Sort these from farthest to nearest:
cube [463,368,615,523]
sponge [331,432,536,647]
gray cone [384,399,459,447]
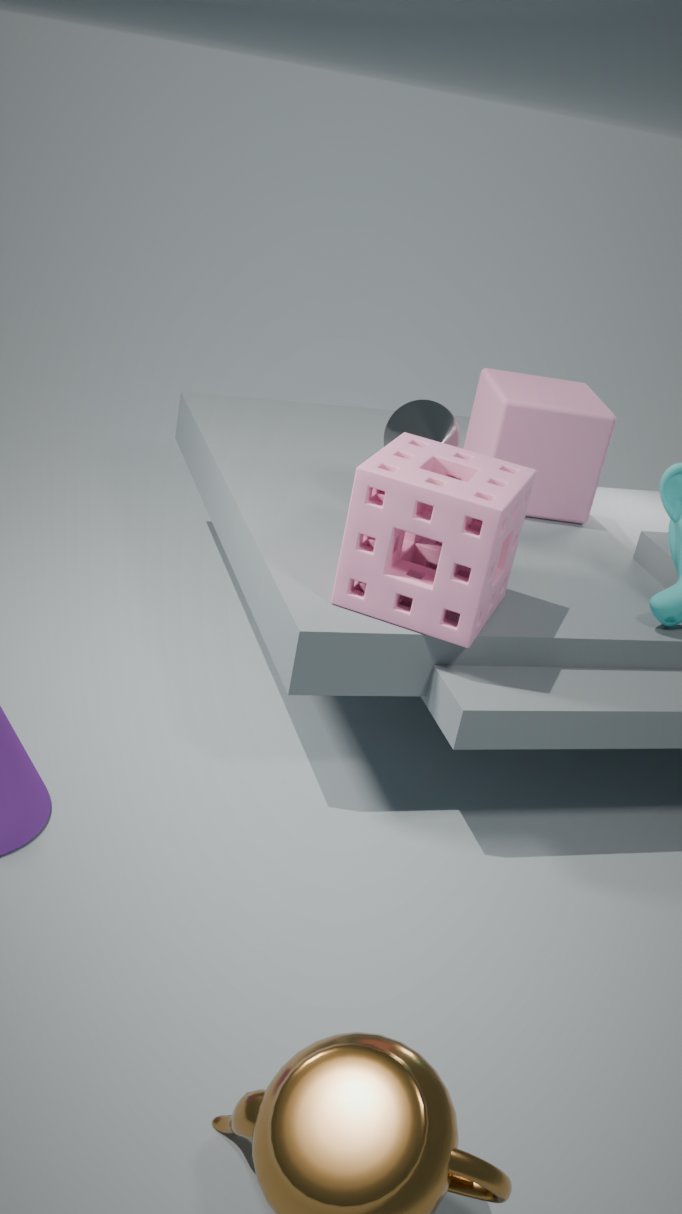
cube [463,368,615,523], gray cone [384,399,459,447], sponge [331,432,536,647]
